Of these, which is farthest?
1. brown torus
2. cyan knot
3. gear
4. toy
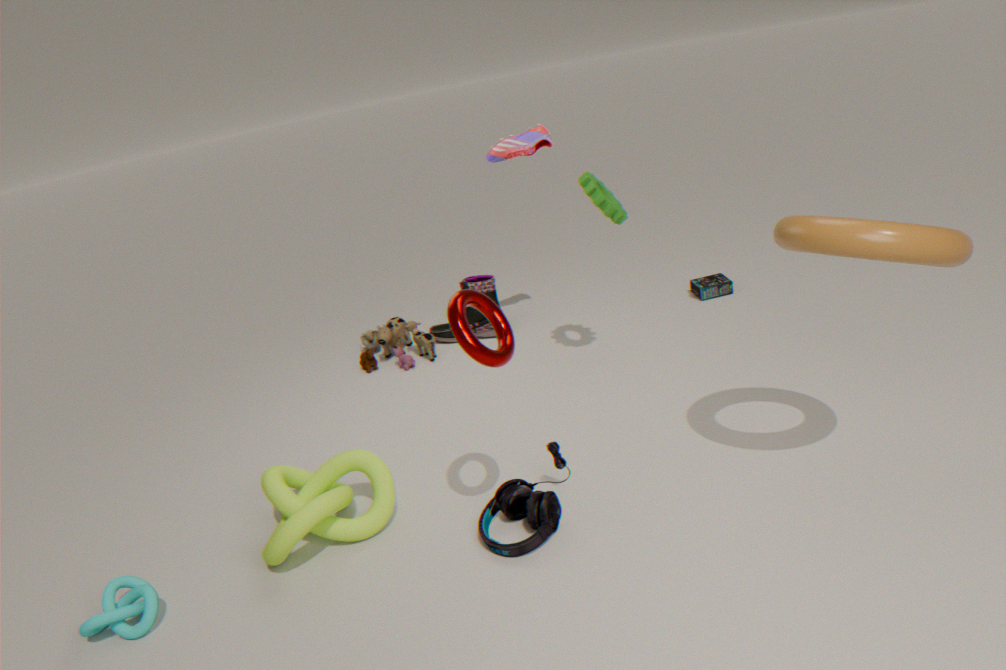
toy
